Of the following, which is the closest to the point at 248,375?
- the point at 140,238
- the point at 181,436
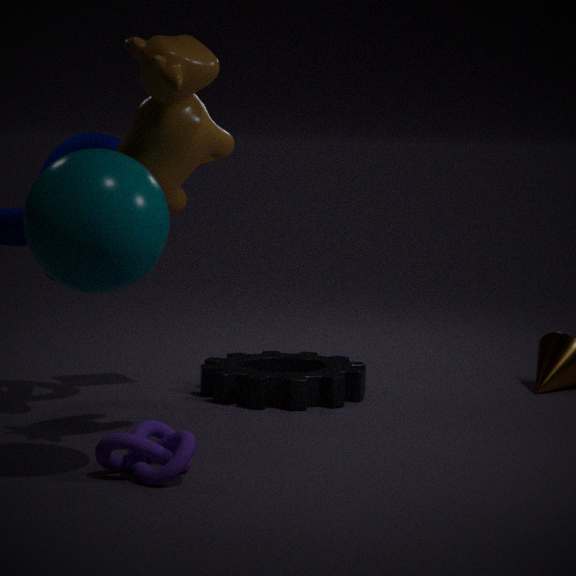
the point at 181,436
